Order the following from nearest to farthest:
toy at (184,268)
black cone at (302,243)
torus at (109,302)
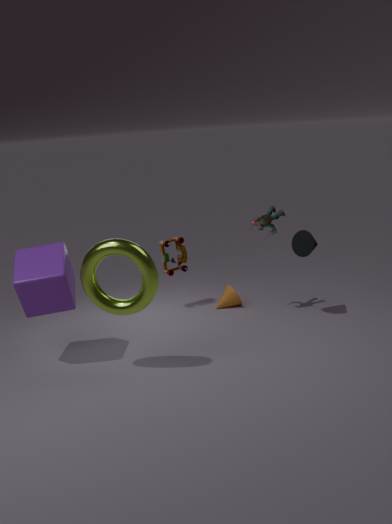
torus at (109,302) → black cone at (302,243) → toy at (184,268)
